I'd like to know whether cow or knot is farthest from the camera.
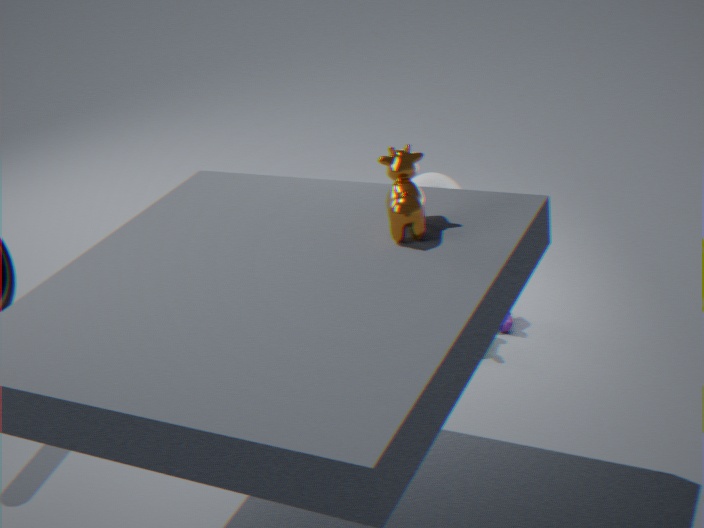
knot
